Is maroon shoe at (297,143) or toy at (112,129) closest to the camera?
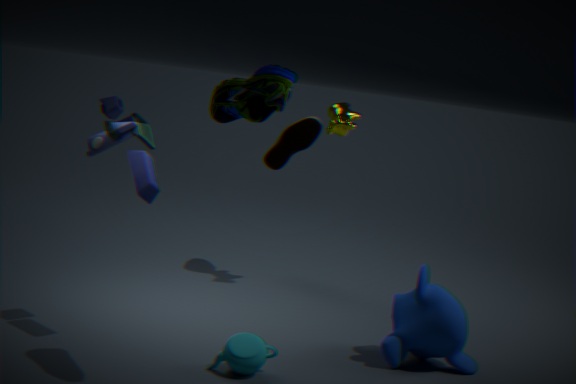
toy at (112,129)
